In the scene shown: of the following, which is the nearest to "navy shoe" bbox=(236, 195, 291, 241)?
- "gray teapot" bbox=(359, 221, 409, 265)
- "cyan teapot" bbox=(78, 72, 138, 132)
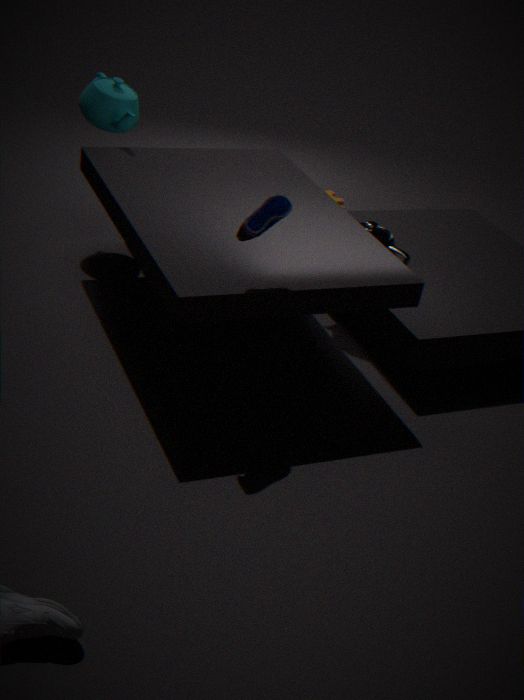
"gray teapot" bbox=(359, 221, 409, 265)
